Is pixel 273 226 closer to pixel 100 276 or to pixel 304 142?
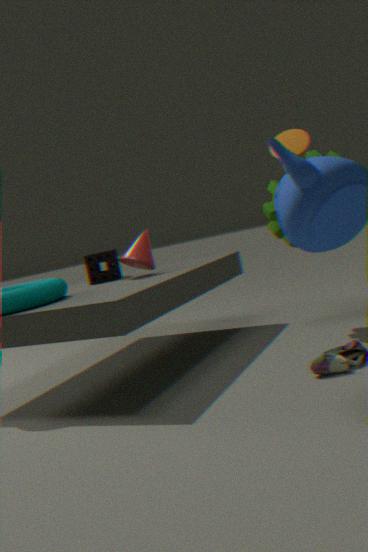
pixel 304 142
